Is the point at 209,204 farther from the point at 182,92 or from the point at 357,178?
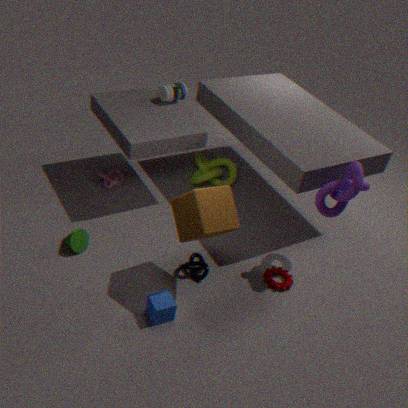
the point at 182,92
